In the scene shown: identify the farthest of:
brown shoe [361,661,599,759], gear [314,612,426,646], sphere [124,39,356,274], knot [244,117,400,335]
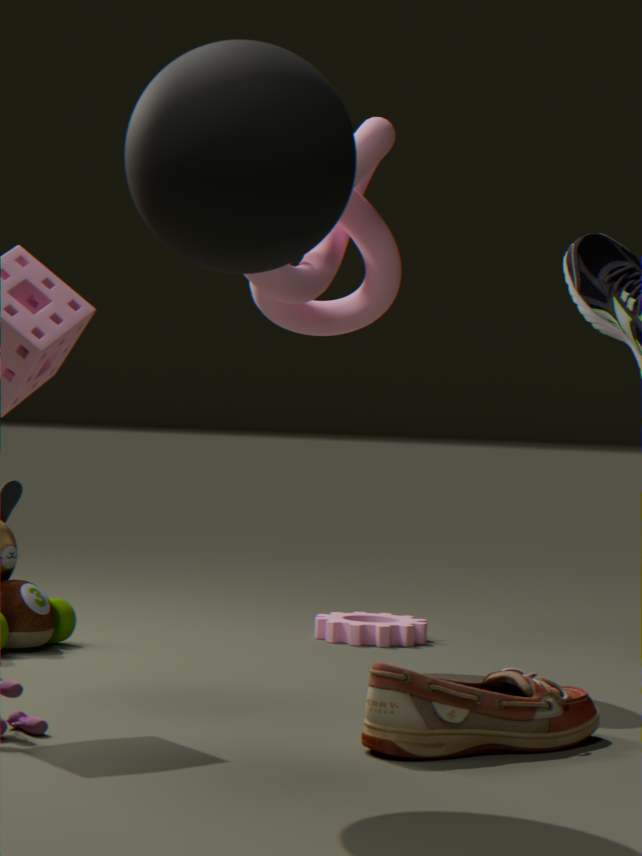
gear [314,612,426,646]
